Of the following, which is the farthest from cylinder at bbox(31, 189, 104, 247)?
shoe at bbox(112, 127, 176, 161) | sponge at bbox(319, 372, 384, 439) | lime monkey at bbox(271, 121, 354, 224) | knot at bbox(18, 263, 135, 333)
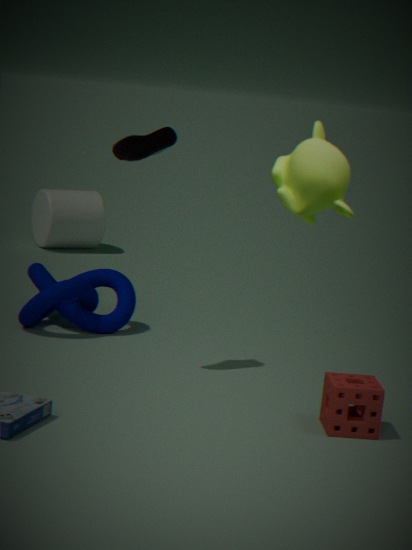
lime monkey at bbox(271, 121, 354, 224)
